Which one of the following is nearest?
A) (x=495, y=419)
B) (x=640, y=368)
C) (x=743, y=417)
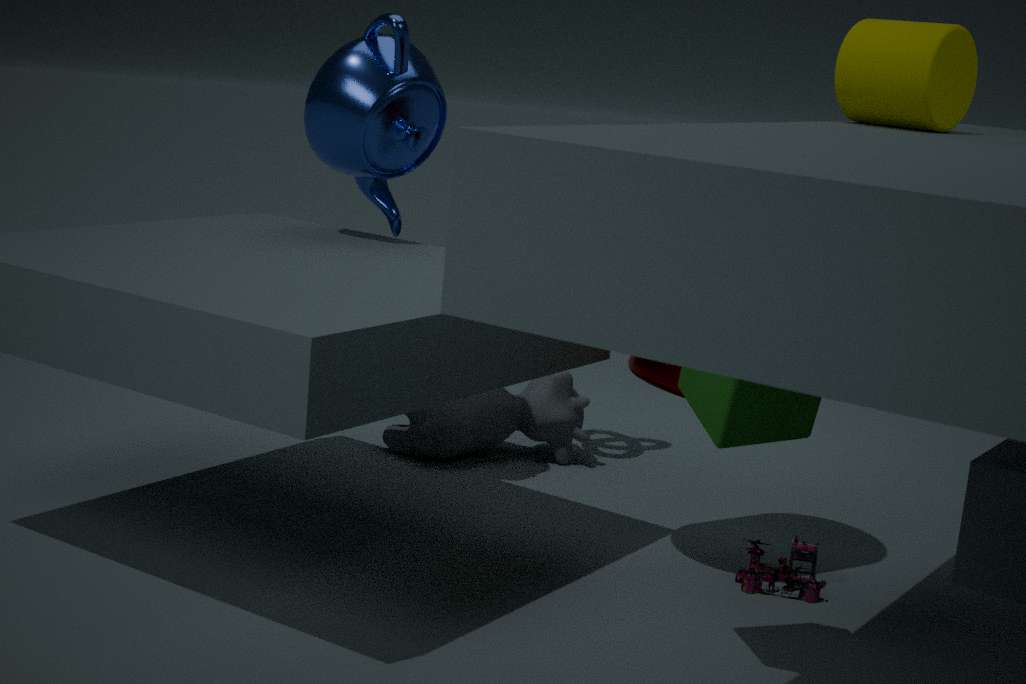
(x=743, y=417)
